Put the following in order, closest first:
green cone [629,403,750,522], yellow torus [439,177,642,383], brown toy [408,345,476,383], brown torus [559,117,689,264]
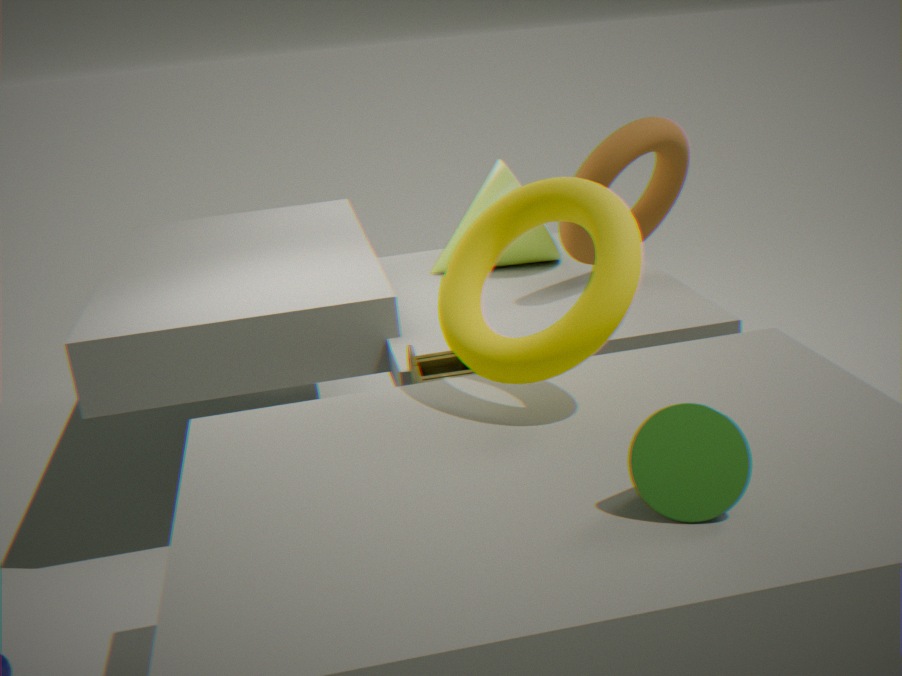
green cone [629,403,750,522] < yellow torus [439,177,642,383] < brown toy [408,345,476,383] < brown torus [559,117,689,264]
